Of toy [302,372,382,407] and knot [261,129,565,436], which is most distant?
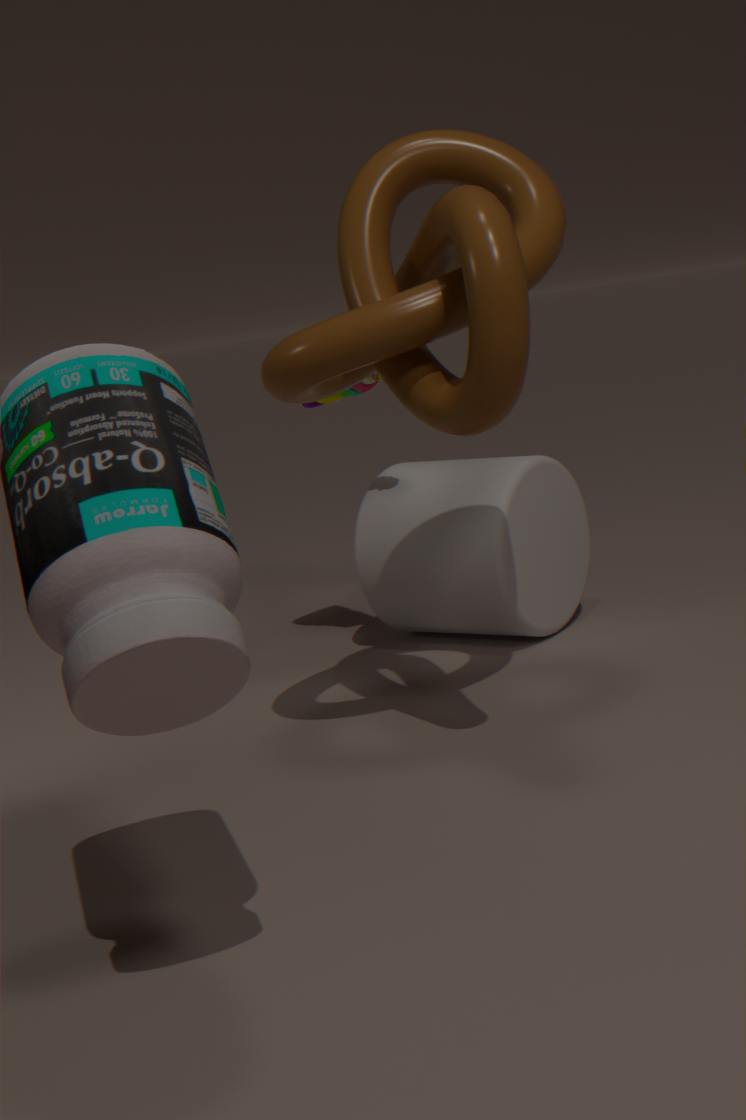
toy [302,372,382,407]
